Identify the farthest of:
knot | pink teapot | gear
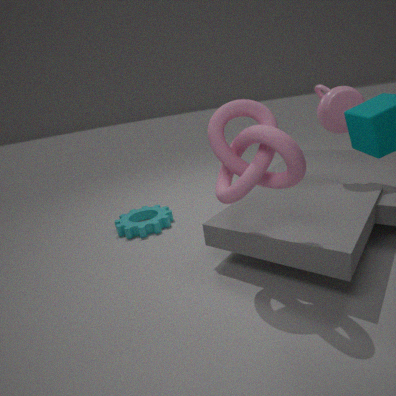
gear
